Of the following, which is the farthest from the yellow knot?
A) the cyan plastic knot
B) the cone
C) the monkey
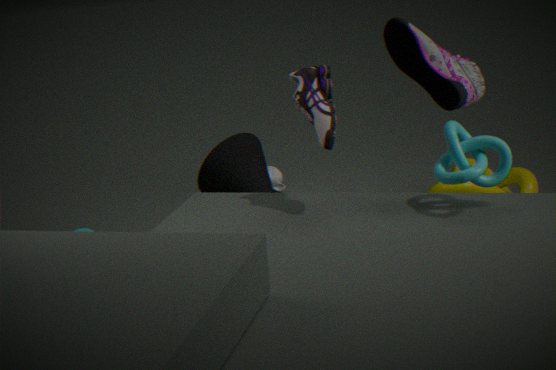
the cyan plastic knot
